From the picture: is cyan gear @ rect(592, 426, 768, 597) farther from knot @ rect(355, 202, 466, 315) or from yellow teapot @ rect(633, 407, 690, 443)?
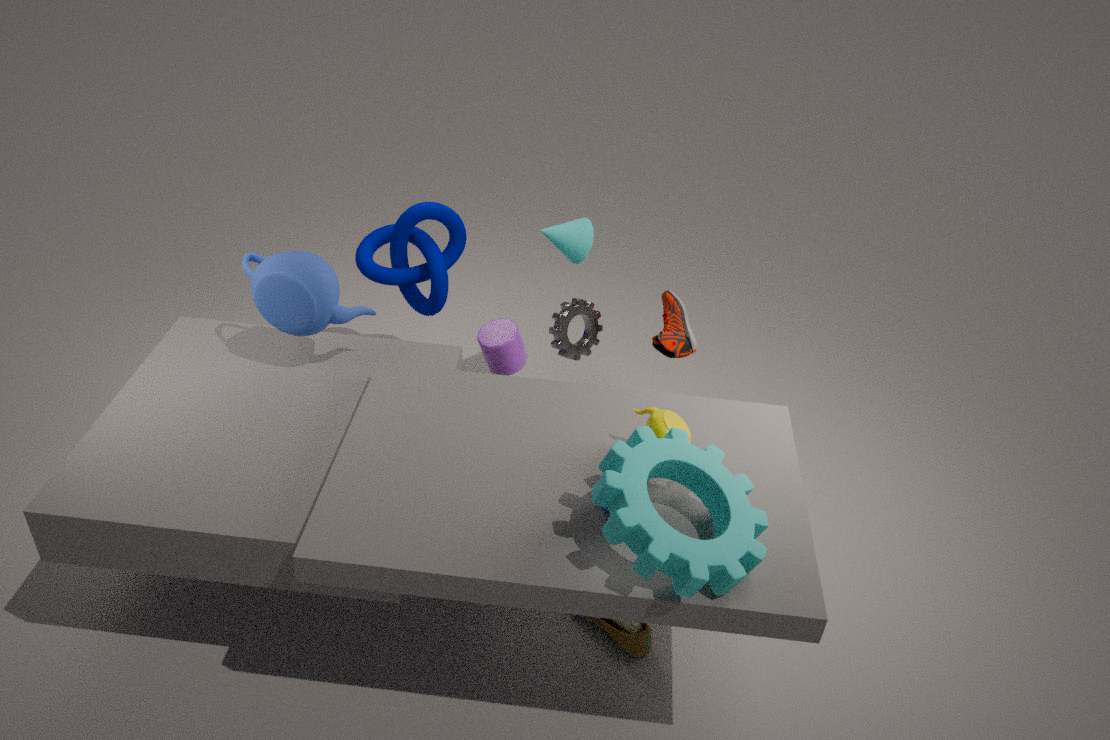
knot @ rect(355, 202, 466, 315)
